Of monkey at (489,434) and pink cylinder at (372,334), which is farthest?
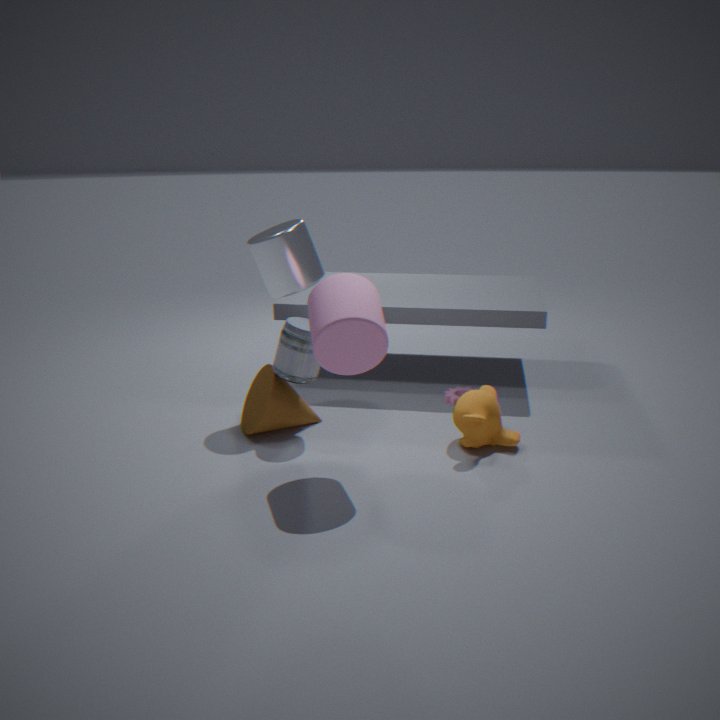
monkey at (489,434)
